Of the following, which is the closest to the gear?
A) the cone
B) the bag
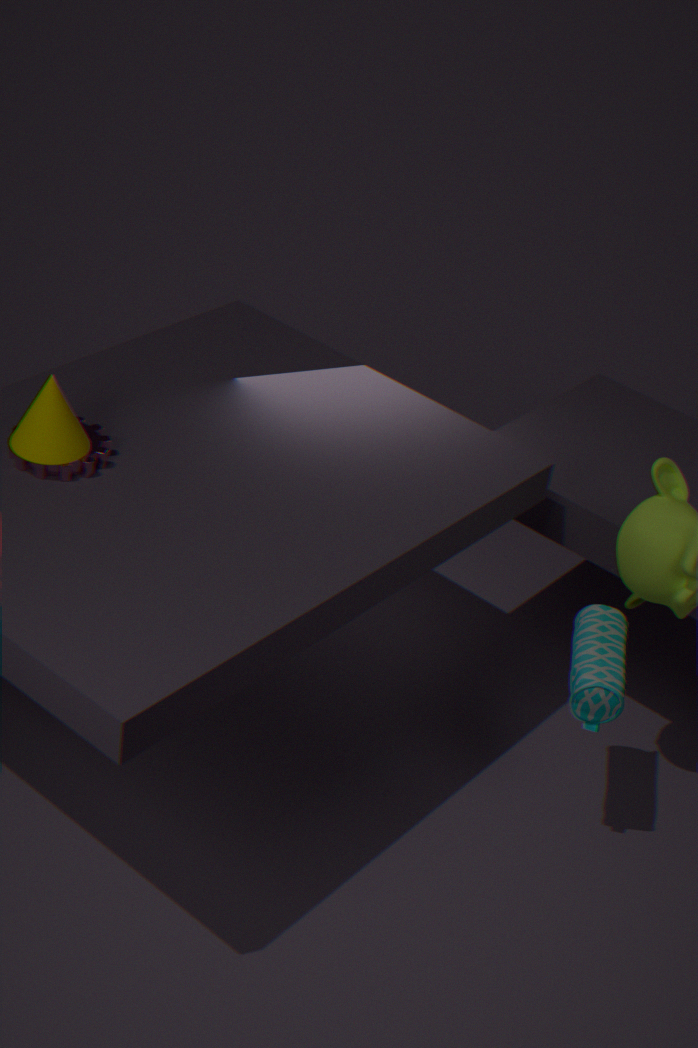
the cone
